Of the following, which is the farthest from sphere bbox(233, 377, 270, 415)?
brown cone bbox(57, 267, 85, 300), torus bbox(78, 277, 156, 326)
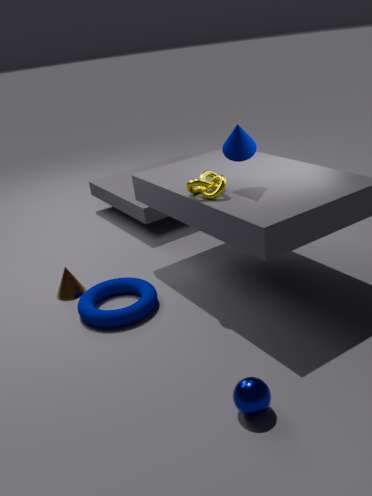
brown cone bbox(57, 267, 85, 300)
